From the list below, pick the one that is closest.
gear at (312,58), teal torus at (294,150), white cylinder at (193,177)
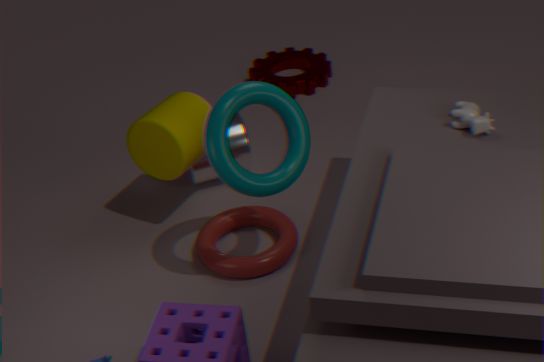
teal torus at (294,150)
